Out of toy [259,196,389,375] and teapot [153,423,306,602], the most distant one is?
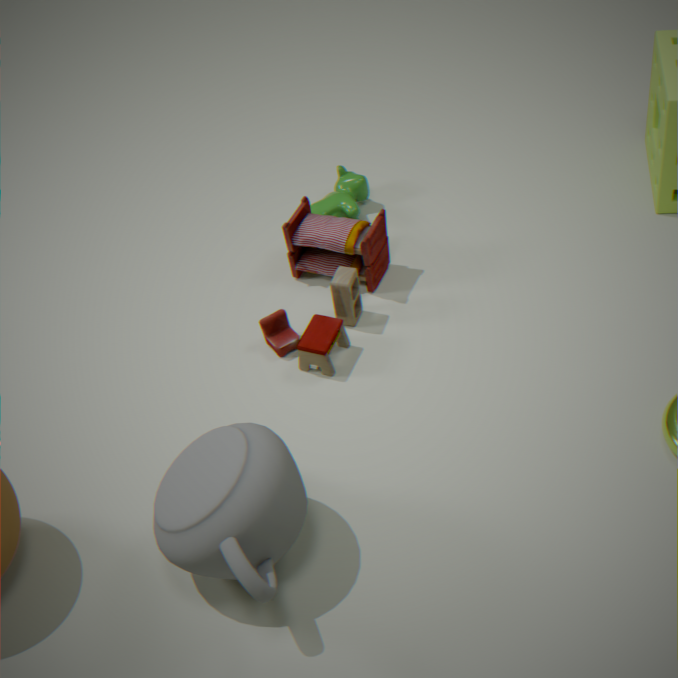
toy [259,196,389,375]
